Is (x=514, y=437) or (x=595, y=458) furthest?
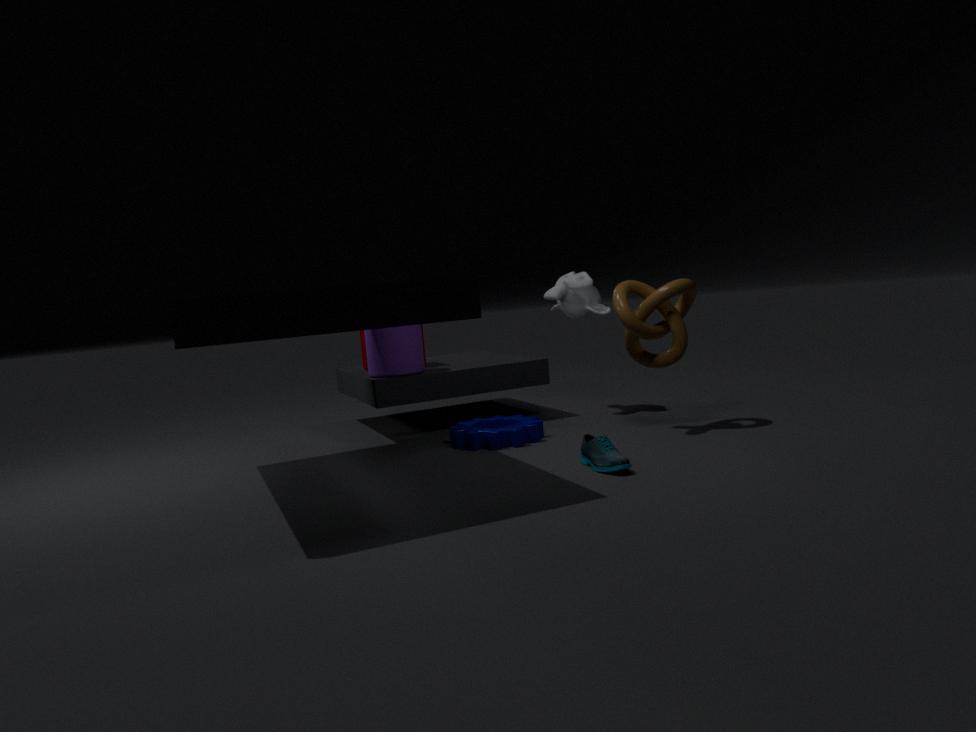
(x=514, y=437)
